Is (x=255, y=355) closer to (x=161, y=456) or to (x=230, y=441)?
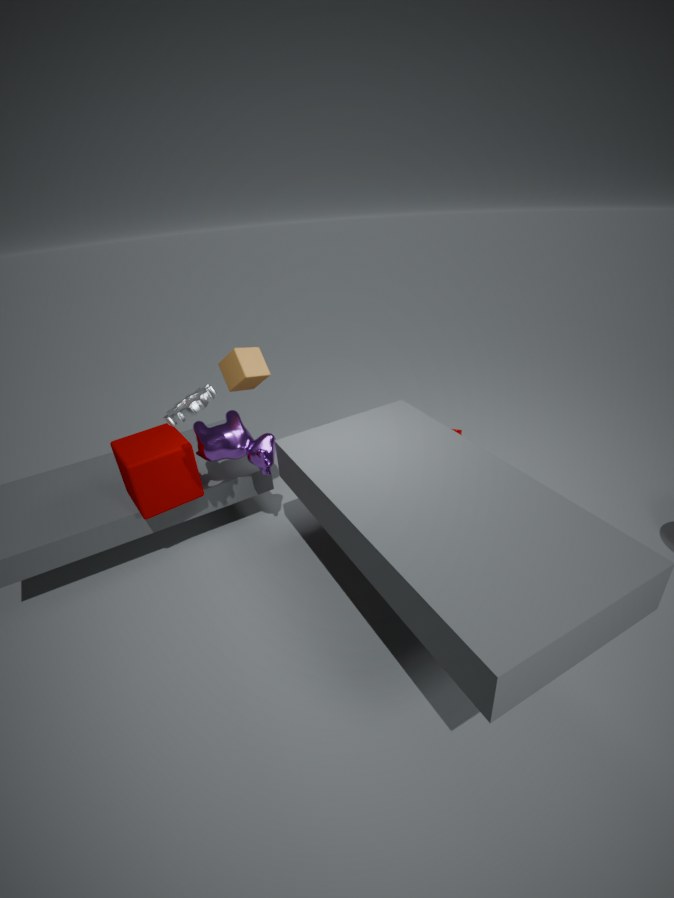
(x=230, y=441)
